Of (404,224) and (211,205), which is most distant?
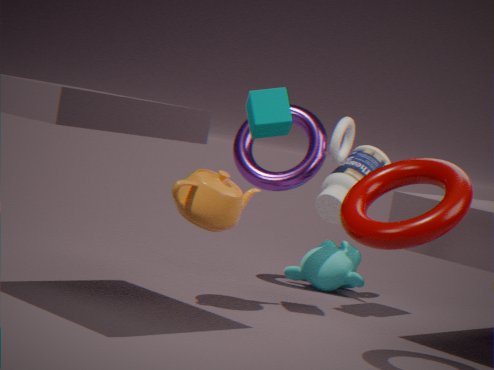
(211,205)
